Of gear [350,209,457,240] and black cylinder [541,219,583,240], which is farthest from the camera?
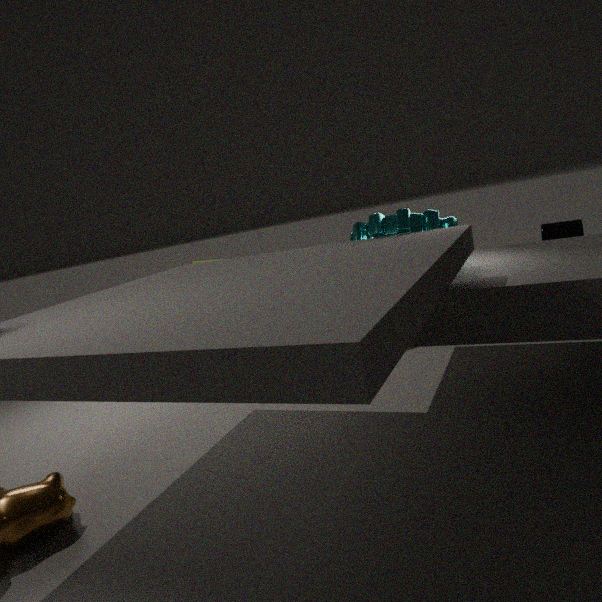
black cylinder [541,219,583,240]
